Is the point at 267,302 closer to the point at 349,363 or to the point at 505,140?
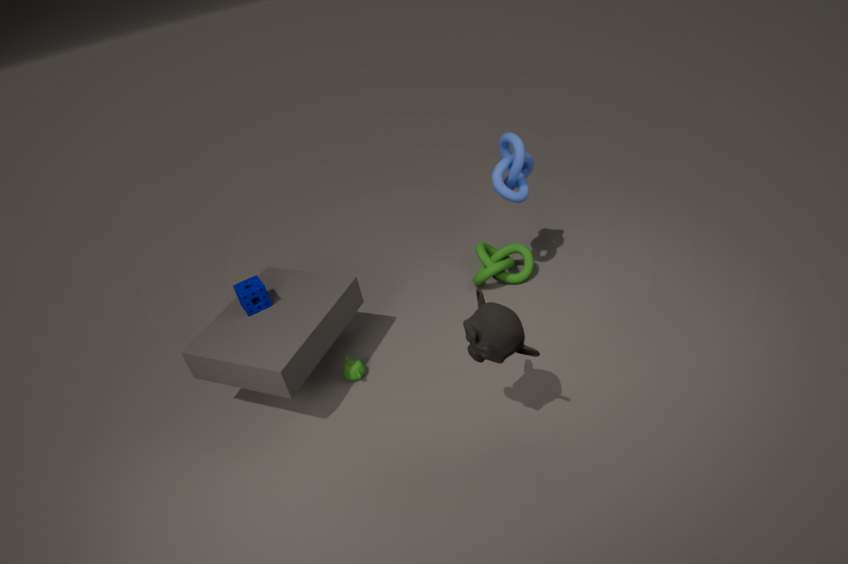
the point at 349,363
